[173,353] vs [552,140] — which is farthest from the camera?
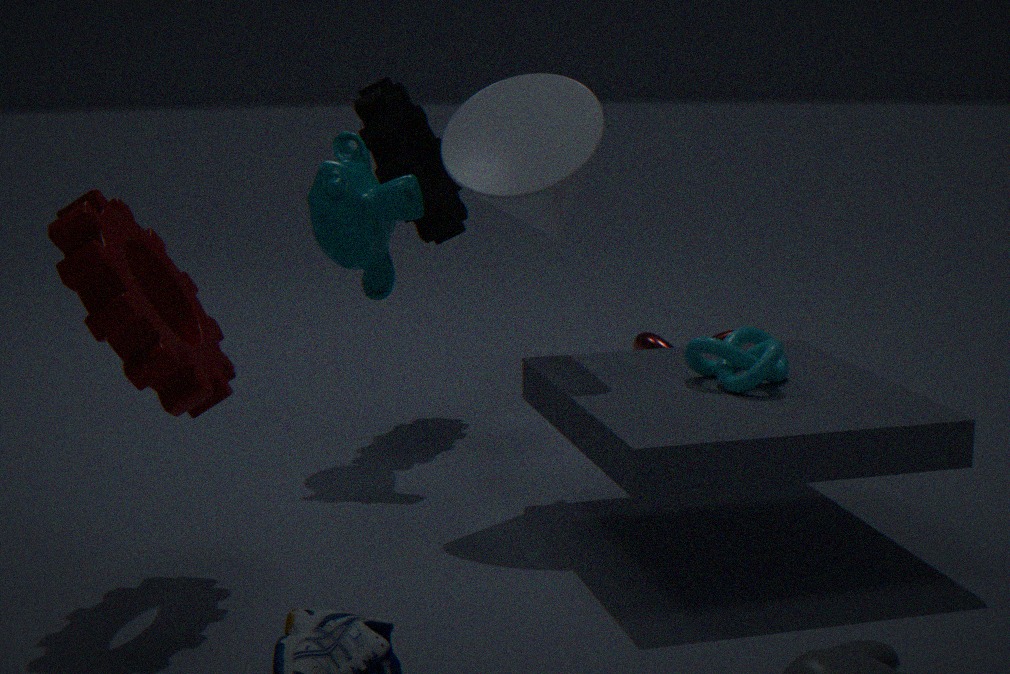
[552,140]
